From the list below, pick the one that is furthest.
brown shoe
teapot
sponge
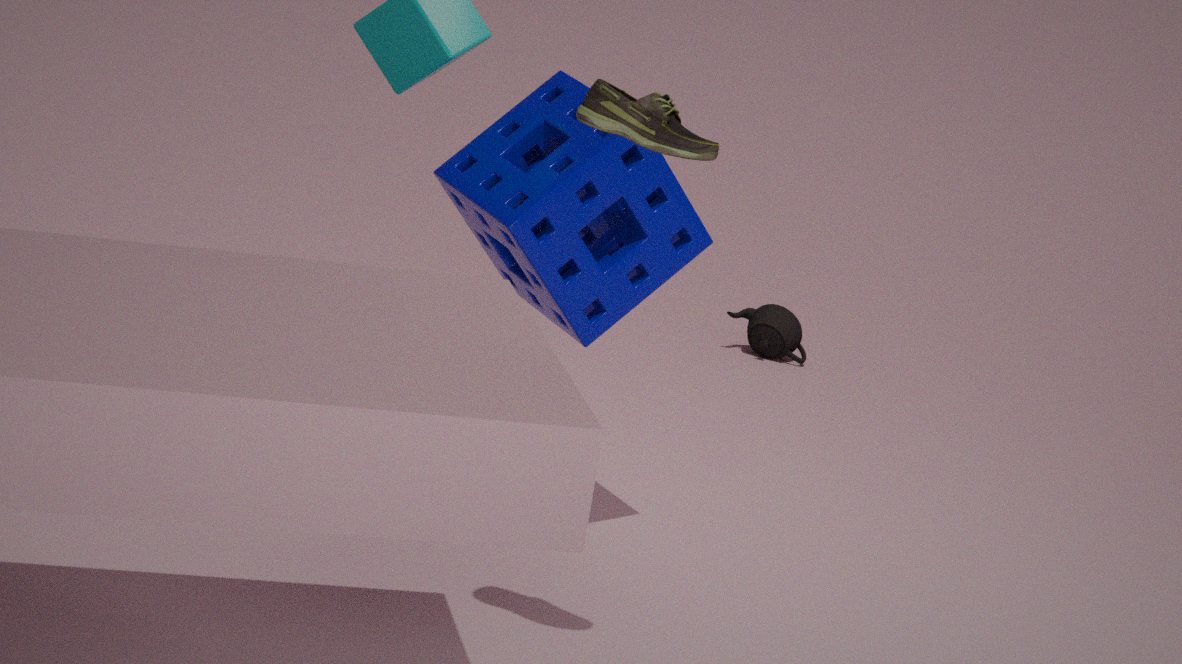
teapot
